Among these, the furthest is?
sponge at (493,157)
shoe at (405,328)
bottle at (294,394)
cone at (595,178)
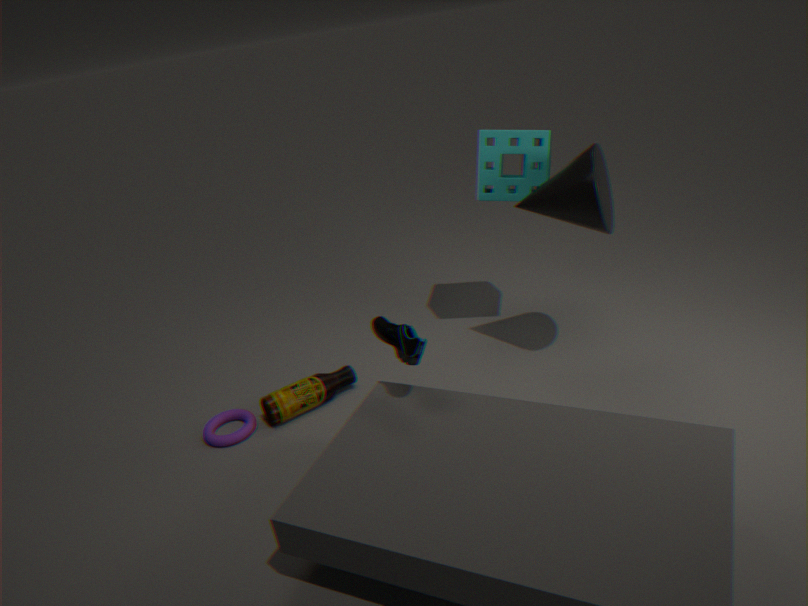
sponge at (493,157)
